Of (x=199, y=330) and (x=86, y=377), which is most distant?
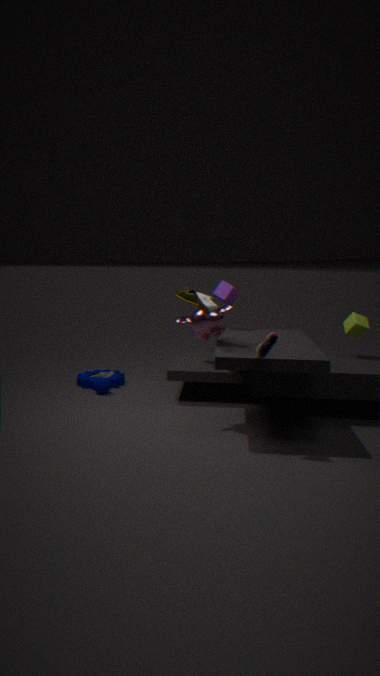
(x=86, y=377)
